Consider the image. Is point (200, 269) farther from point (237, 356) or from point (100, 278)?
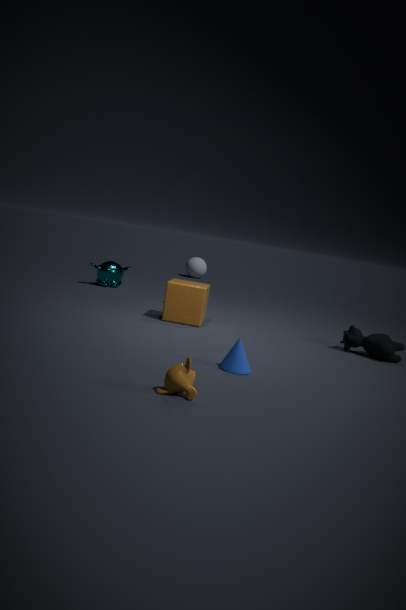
point (237, 356)
